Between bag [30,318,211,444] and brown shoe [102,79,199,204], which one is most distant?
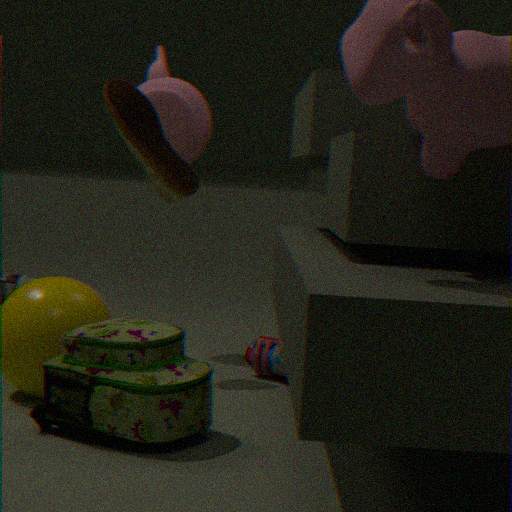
brown shoe [102,79,199,204]
